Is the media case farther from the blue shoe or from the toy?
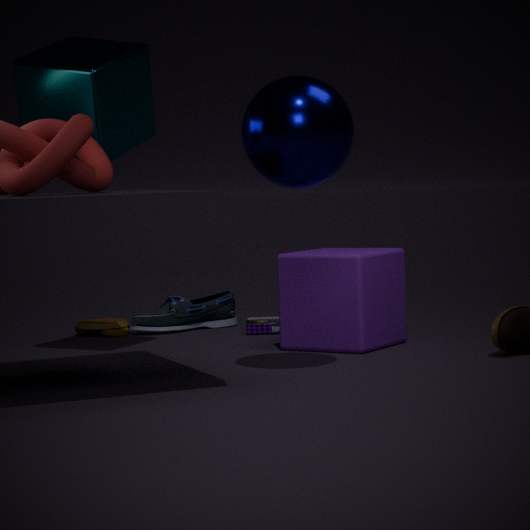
the toy
